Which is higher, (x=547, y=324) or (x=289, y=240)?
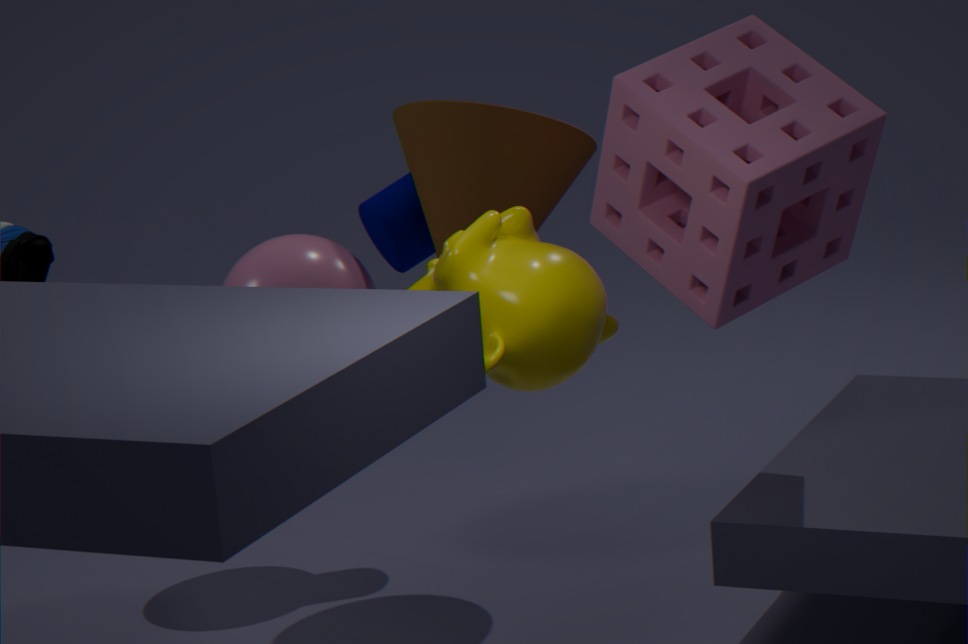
(x=547, y=324)
